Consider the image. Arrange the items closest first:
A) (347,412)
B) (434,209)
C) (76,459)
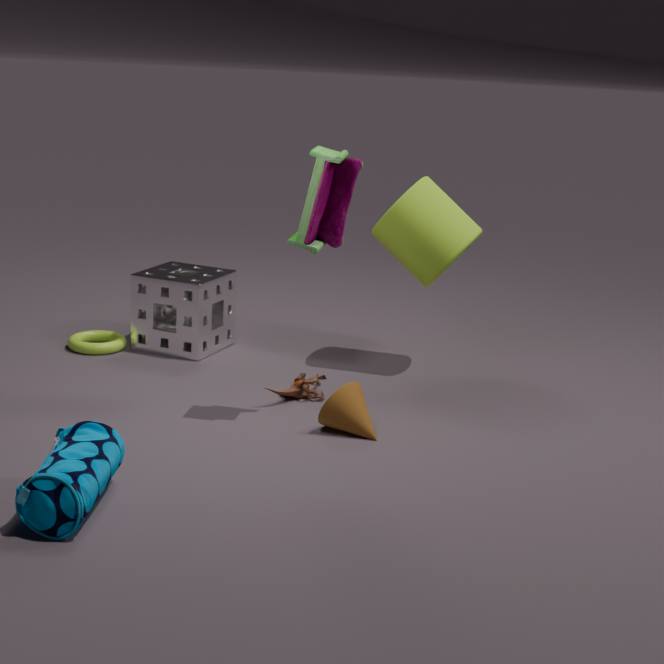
1. (76,459)
2. (347,412)
3. (434,209)
